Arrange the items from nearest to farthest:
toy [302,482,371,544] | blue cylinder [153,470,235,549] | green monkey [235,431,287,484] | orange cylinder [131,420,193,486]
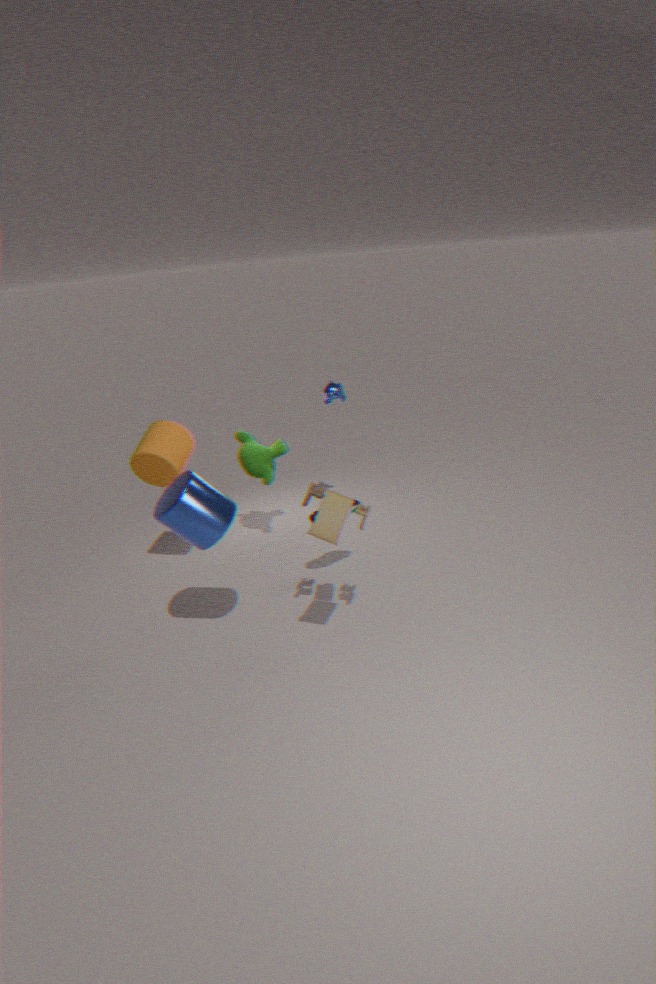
toy [302,482,371,544] < blue cylinder [153,470,235,549] < orange cylinder [131,420,193,486] < green monkey [235,431,287,484]
